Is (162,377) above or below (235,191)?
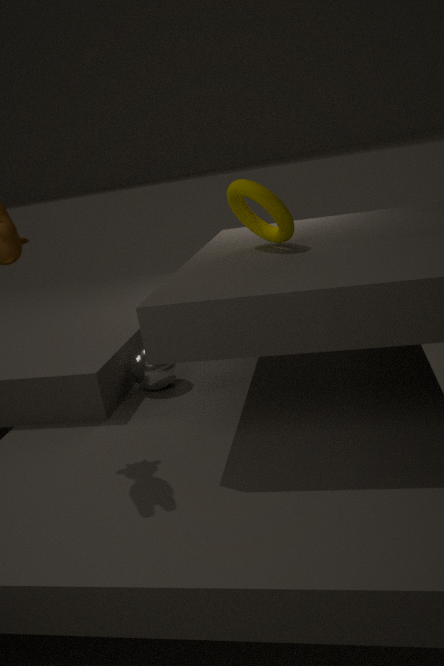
below
